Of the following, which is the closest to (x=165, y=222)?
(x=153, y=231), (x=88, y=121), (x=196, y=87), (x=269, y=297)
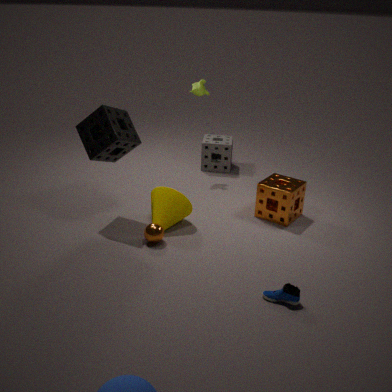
(x=153, y=231)
